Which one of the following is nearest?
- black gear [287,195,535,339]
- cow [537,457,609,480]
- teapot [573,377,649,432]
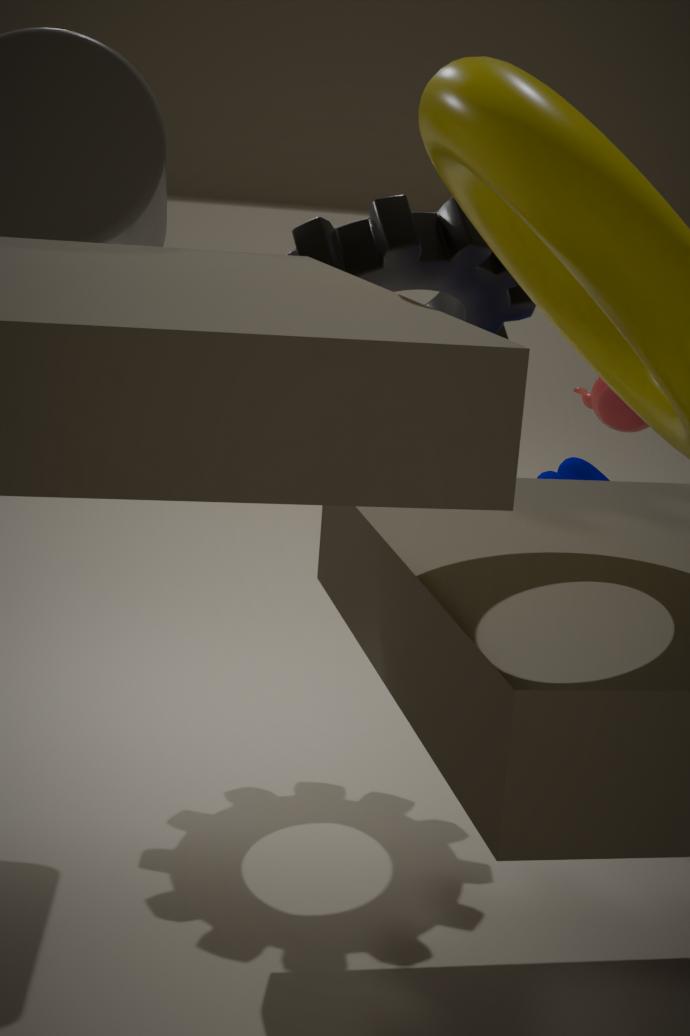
black gear [287,195,535,339]
